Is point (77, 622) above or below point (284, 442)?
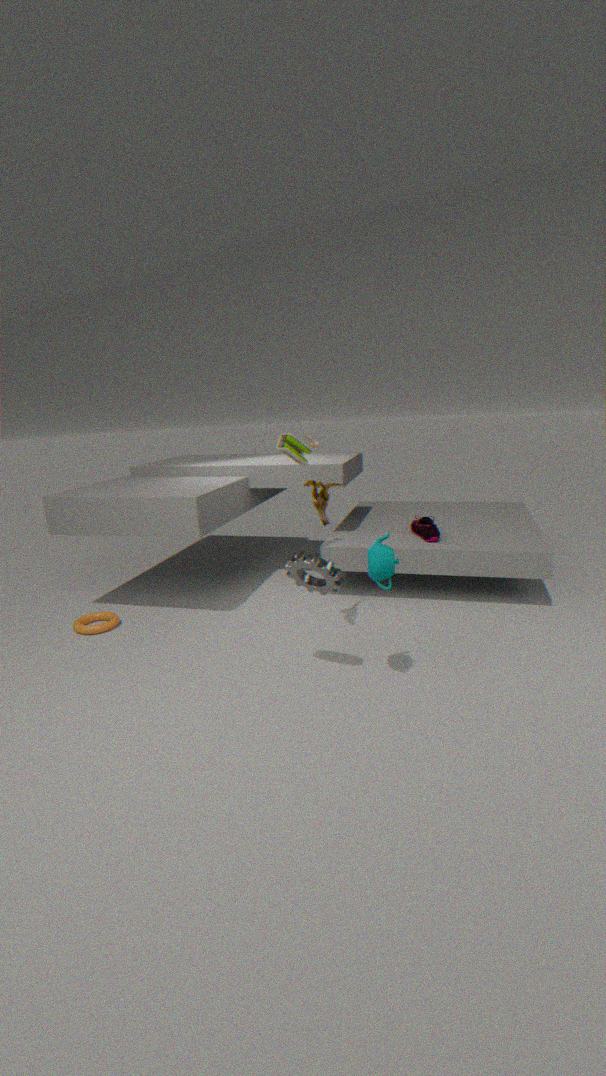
below
